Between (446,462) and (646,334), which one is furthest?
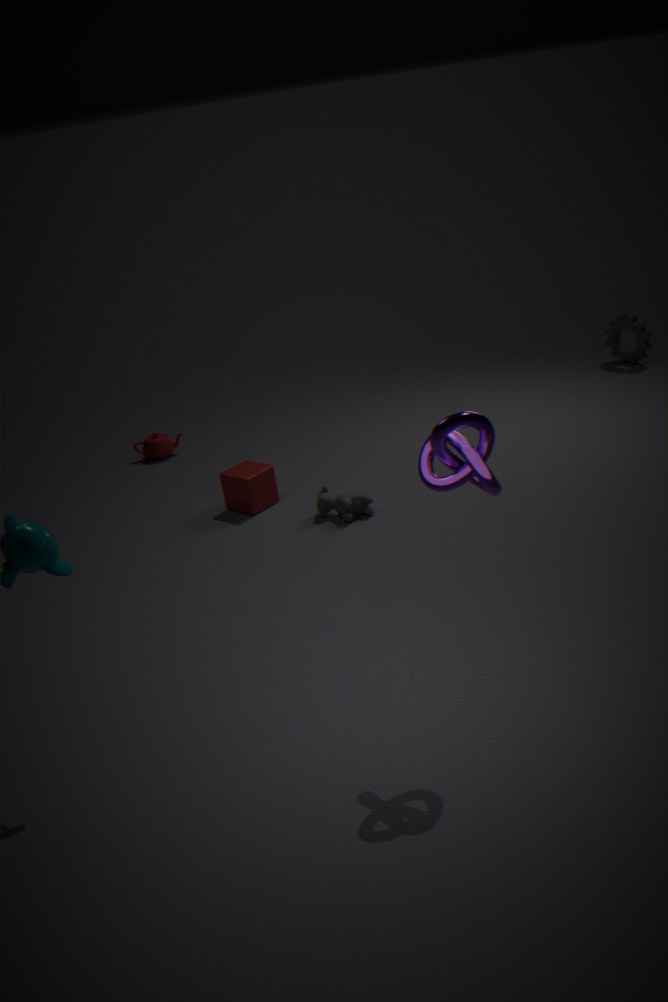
(646,334)
